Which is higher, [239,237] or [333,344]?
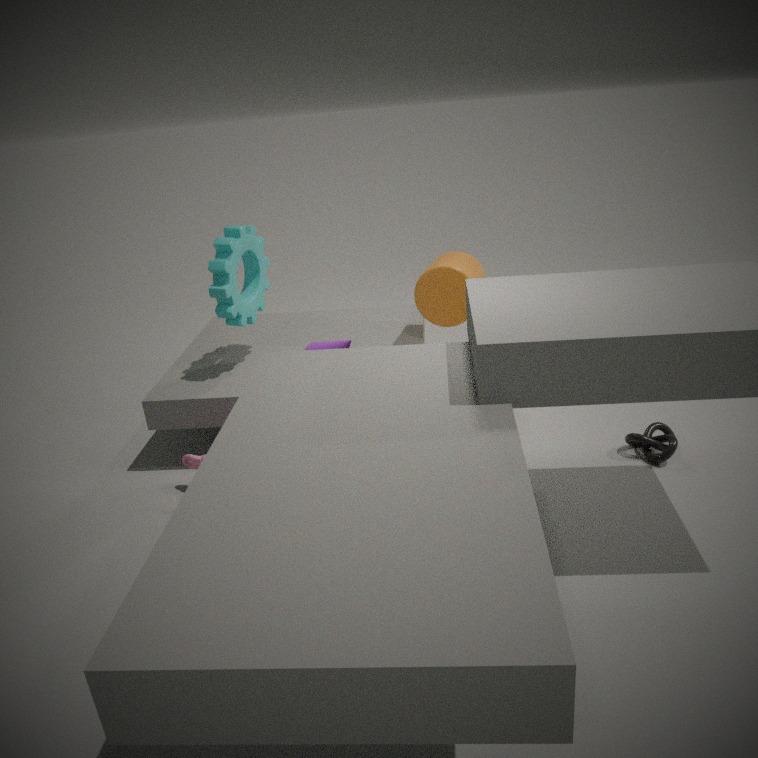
[239,237]
